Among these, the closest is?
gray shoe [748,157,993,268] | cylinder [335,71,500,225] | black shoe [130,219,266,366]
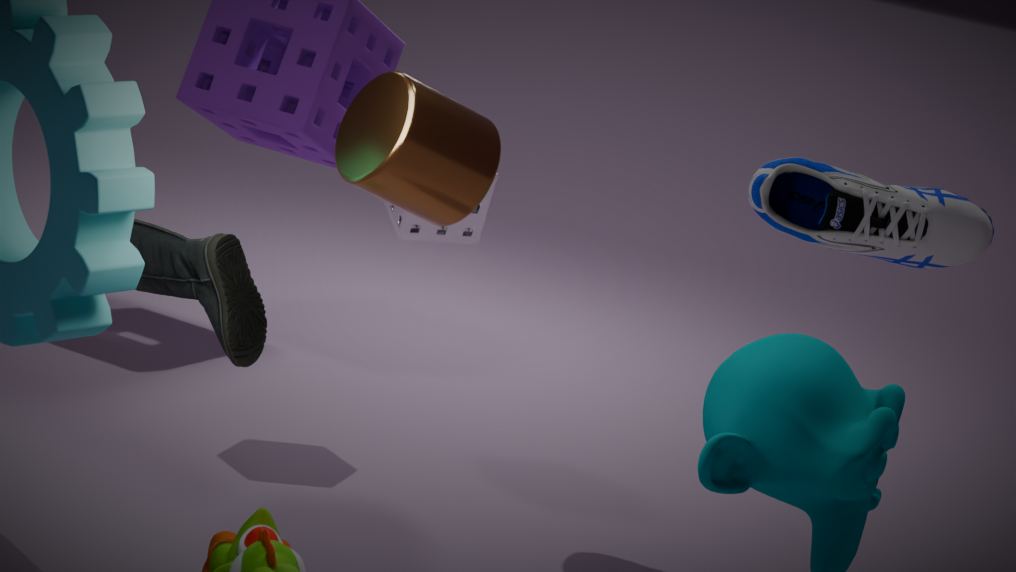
cylinder [335,71,500,225]
